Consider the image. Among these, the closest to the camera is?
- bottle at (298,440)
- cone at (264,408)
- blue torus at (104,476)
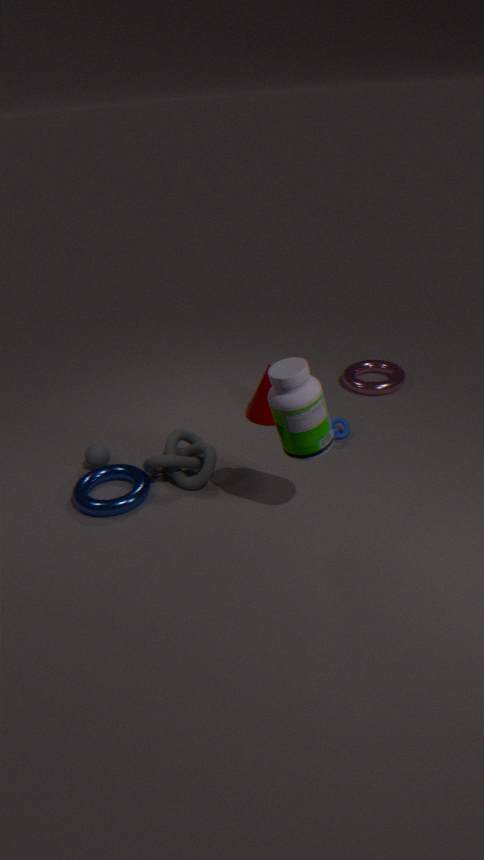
bottle at (298,440)
